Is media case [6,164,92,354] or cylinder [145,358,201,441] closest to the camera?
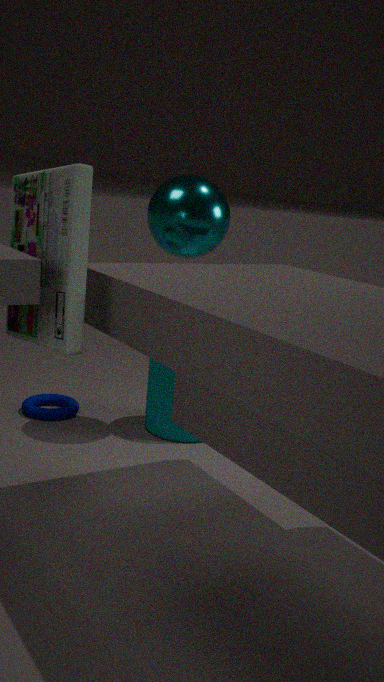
media case [6,164,92,354]
